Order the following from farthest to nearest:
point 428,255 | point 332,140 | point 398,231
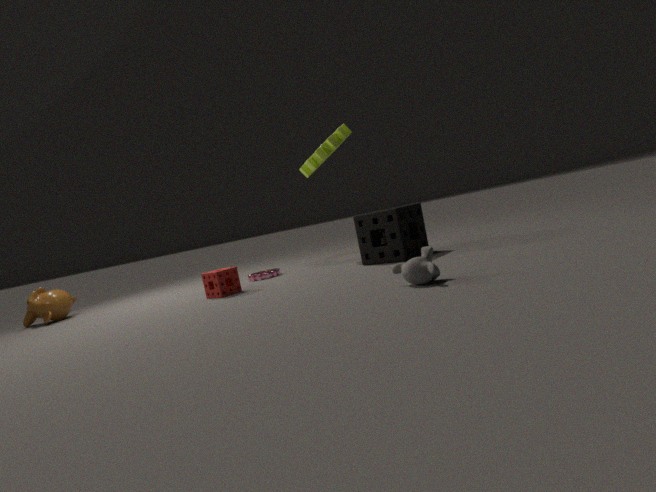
point 332,140, point 398,231, point 428,255
